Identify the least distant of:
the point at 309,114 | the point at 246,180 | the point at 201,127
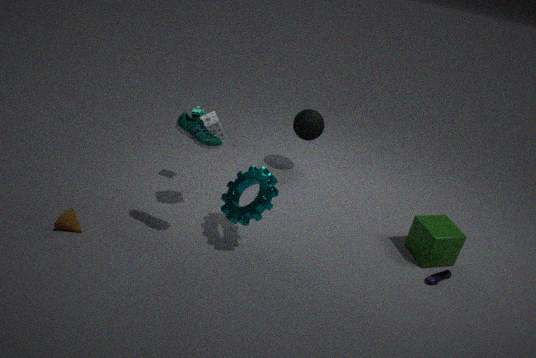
the point at 201,127
